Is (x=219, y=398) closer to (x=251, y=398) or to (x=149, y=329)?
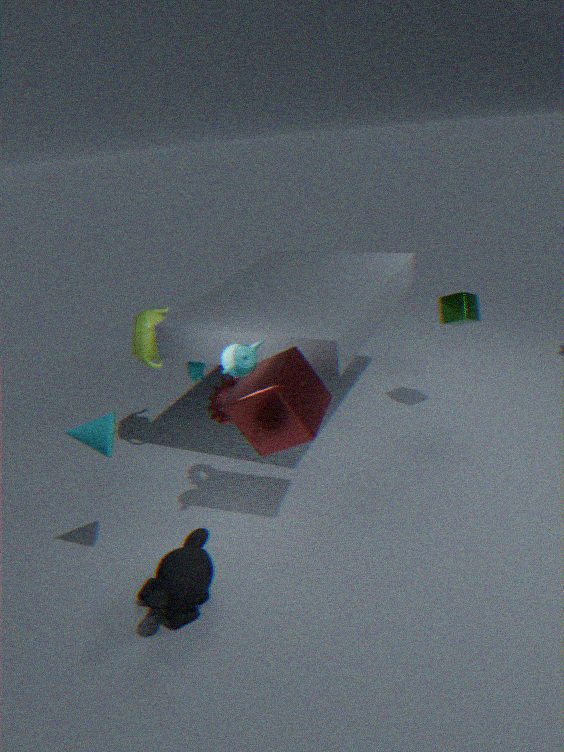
(x=251, y=398)
